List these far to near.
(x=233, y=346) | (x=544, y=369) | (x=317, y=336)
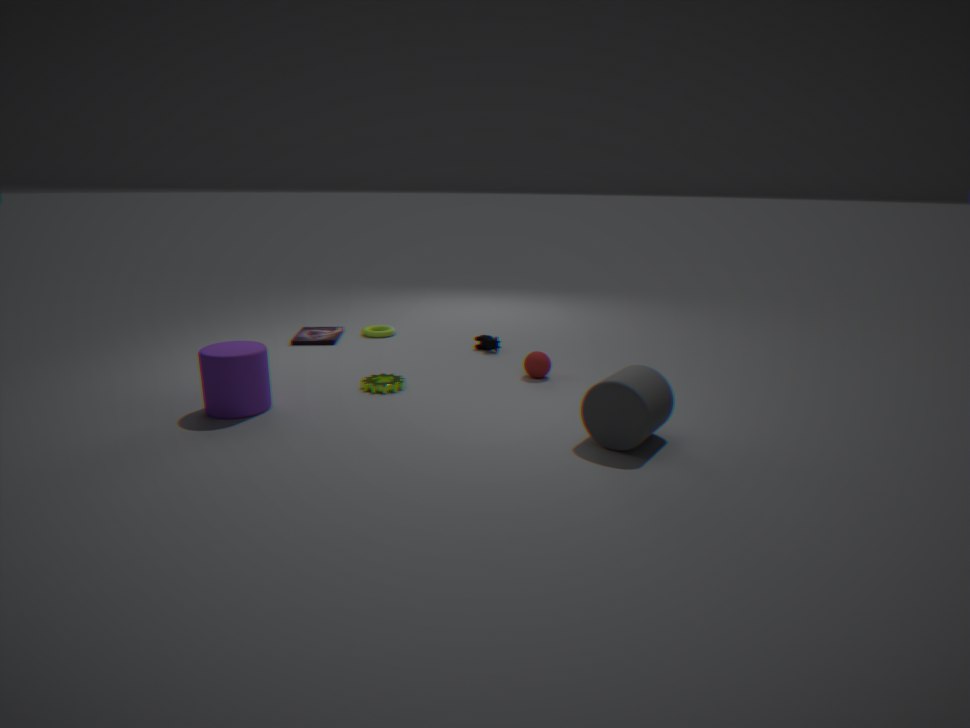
(x=317, y=336) → (x=544, y=369) → (x=233, y=346)
